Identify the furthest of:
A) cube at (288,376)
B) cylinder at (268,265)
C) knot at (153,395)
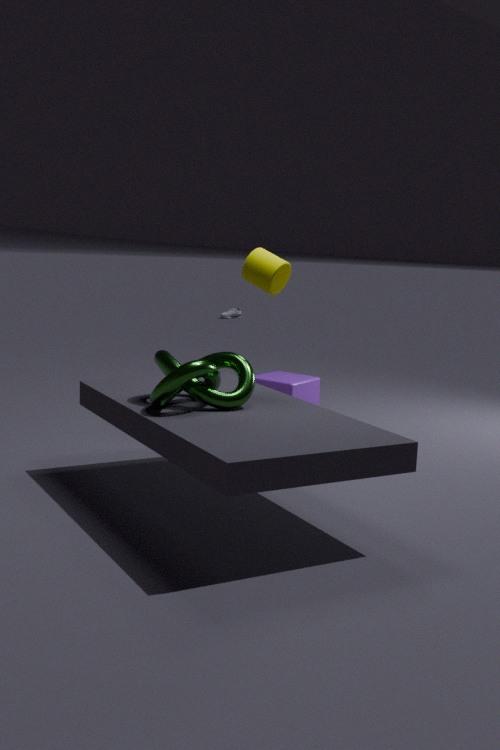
A. cube at (288,376)
